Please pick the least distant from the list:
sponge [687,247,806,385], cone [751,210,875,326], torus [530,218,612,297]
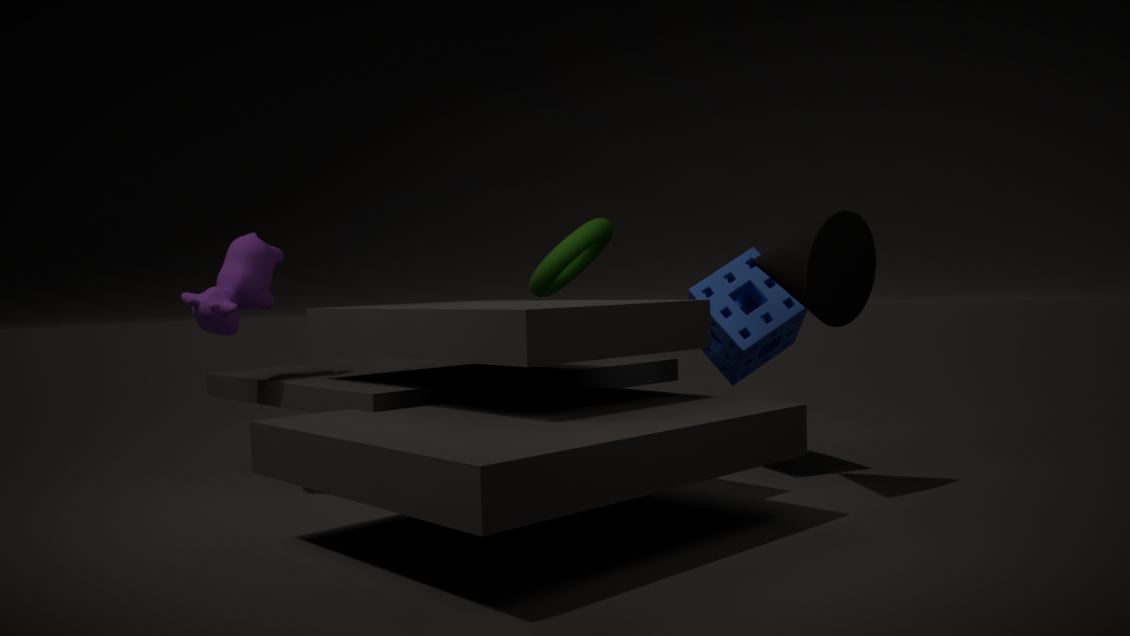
cone [751,210,875,326]
